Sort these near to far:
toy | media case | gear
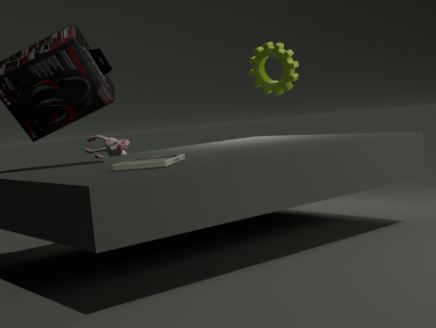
1. media case
2. gear
3. toy
